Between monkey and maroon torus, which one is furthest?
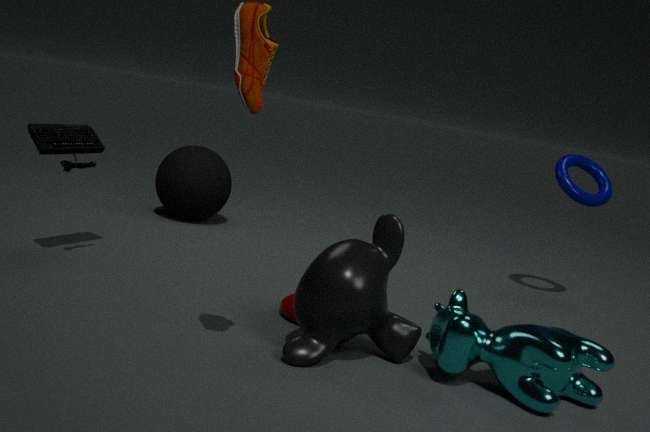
maroon torus
